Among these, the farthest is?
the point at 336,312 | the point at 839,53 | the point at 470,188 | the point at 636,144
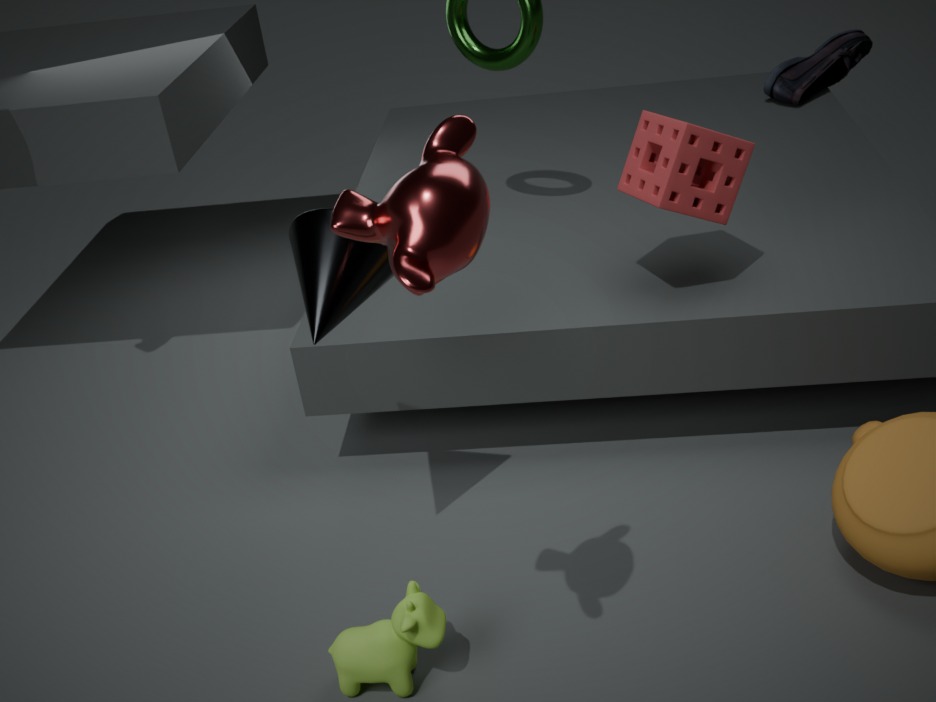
the point at 839,53
